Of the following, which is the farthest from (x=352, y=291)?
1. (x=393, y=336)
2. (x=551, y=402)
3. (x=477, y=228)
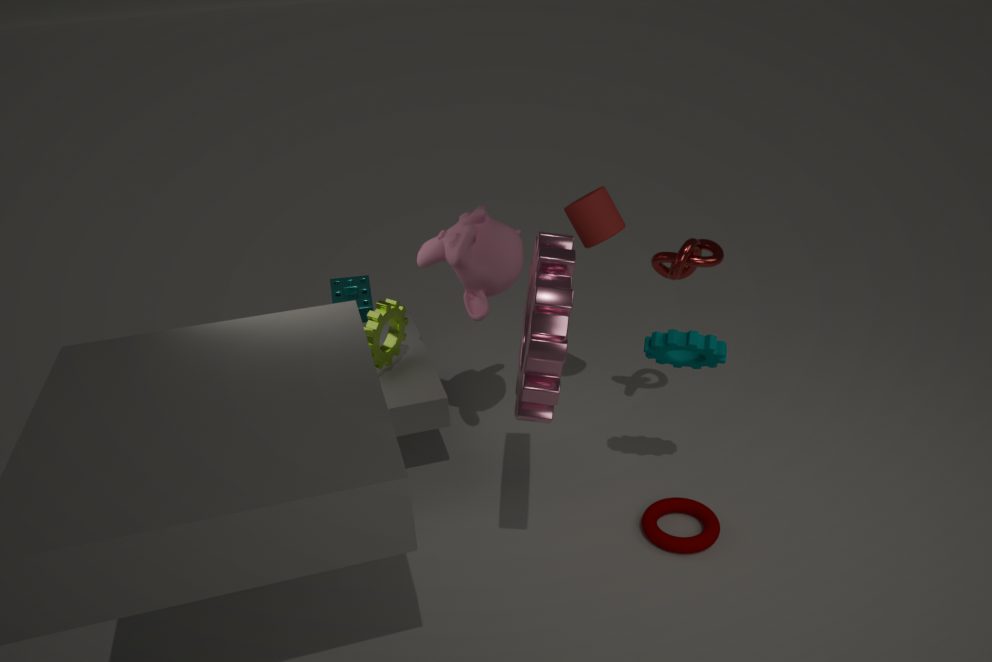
(x=551, y=402)
